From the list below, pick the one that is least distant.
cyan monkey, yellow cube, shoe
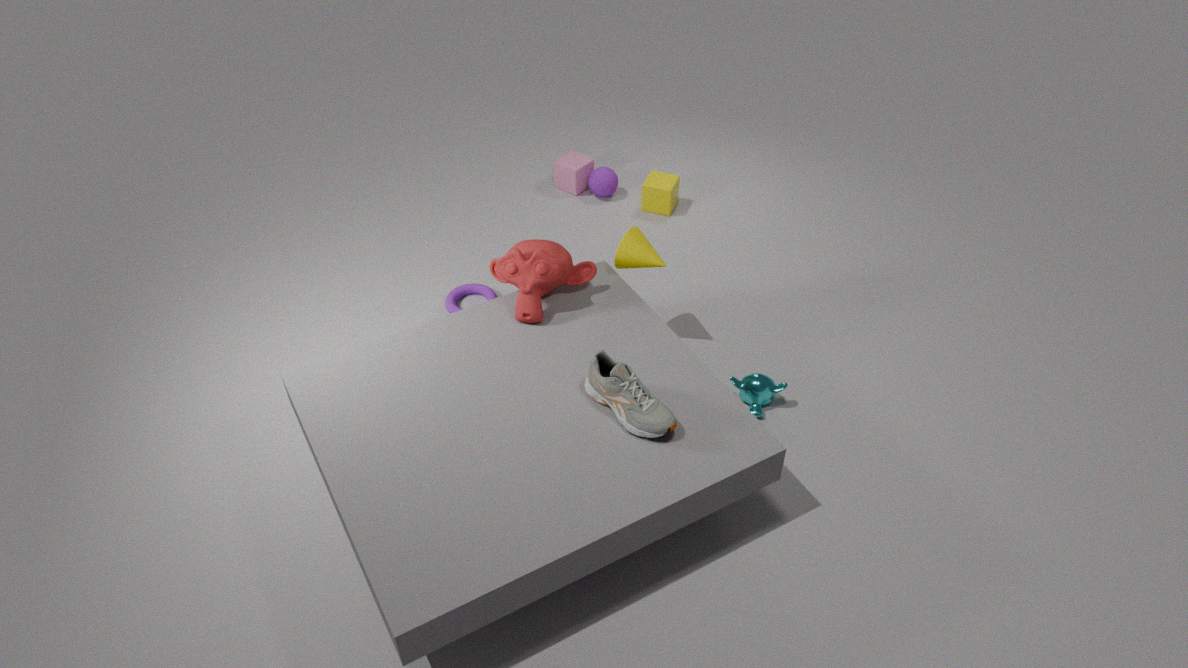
shoe
